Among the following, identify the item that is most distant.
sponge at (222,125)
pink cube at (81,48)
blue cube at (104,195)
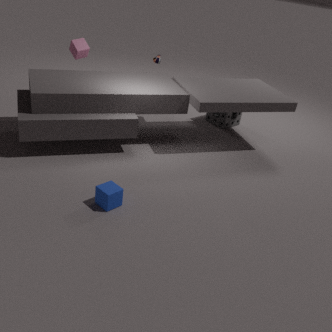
sponge at (222,125)
